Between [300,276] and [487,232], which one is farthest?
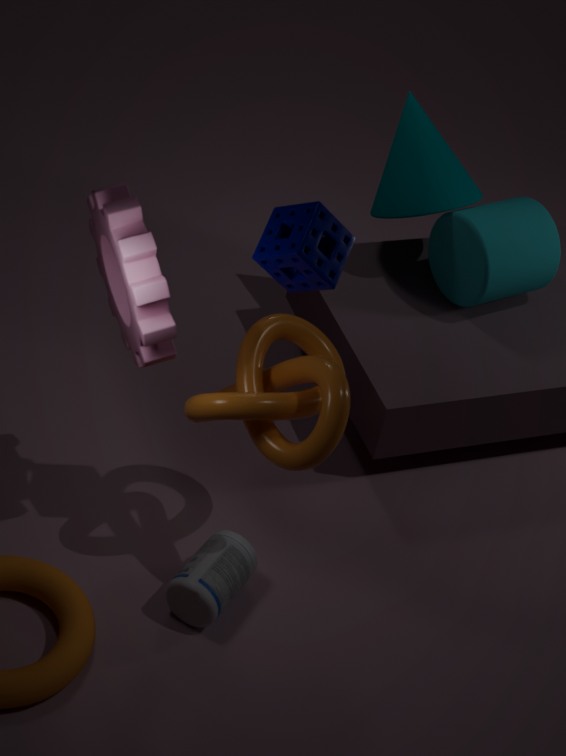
[487,232]
